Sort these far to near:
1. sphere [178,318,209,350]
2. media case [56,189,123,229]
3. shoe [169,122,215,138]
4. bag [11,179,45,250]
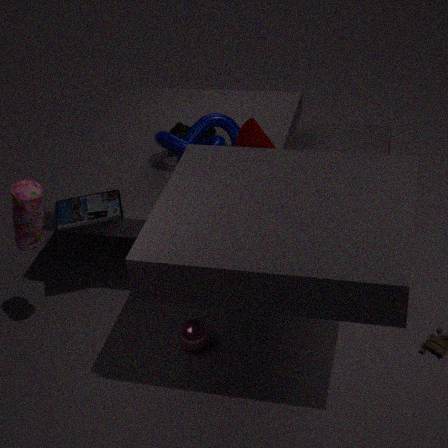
shoe [169,122,215,138] < media case [56,189,123,229] < sphere [178,318,209,350] < bag [11,179,45,250]
